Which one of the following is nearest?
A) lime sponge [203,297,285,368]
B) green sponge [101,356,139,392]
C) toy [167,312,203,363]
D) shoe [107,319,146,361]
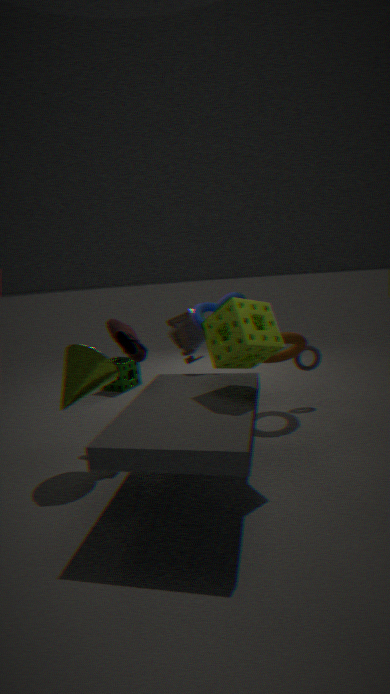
lime sponge [203,297,285,368]
